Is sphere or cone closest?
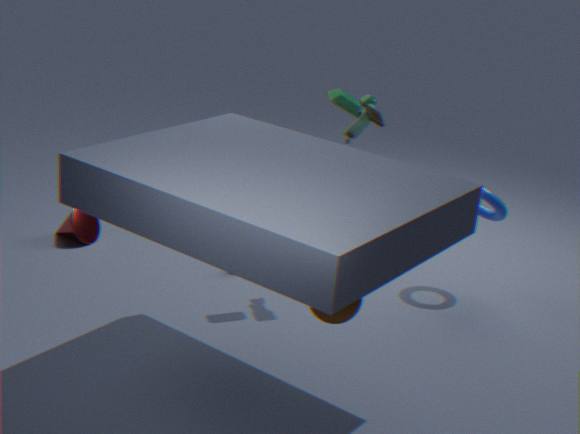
sphere
